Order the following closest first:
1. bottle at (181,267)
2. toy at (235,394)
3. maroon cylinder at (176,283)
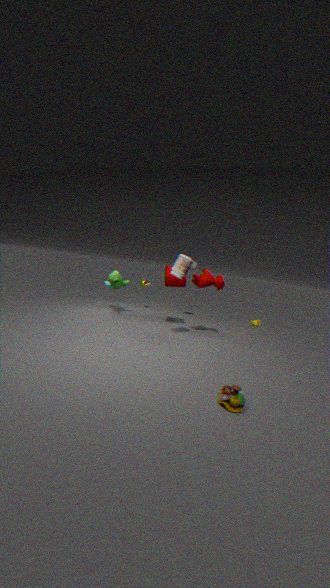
1. toy at (235,394)
2. bottle at (181,267)
3. maroon cylinder at (176,283)
